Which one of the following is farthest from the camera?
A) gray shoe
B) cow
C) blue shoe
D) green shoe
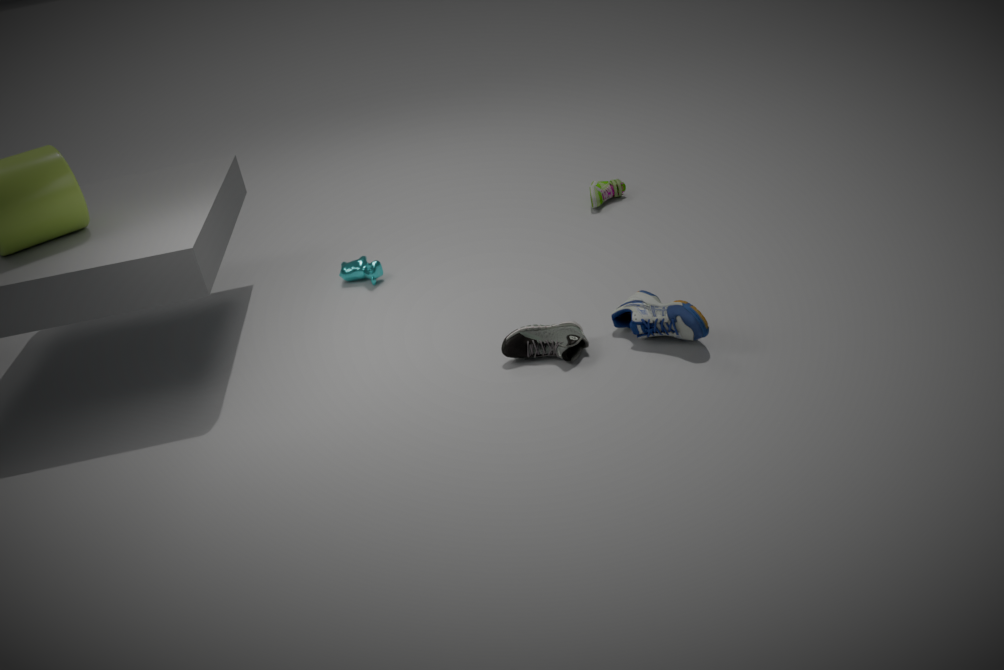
green shoe
